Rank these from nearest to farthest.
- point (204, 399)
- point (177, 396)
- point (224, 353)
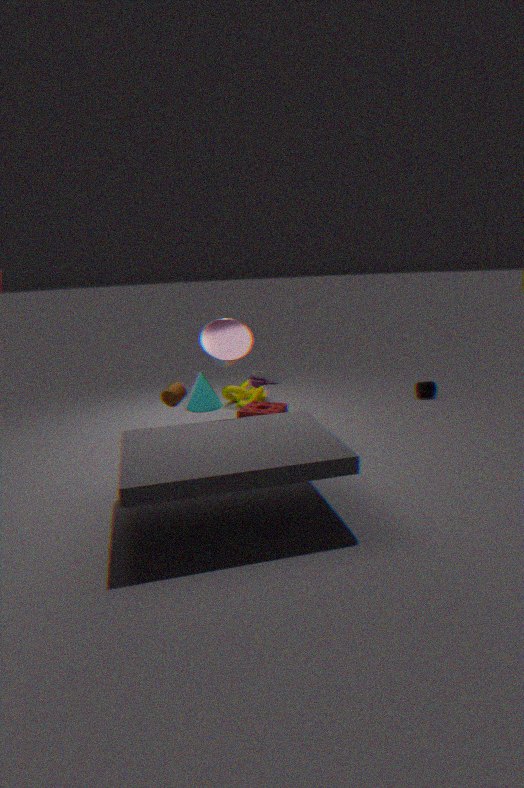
point (224, 353) → point (177, 396) → point (204, 399)
